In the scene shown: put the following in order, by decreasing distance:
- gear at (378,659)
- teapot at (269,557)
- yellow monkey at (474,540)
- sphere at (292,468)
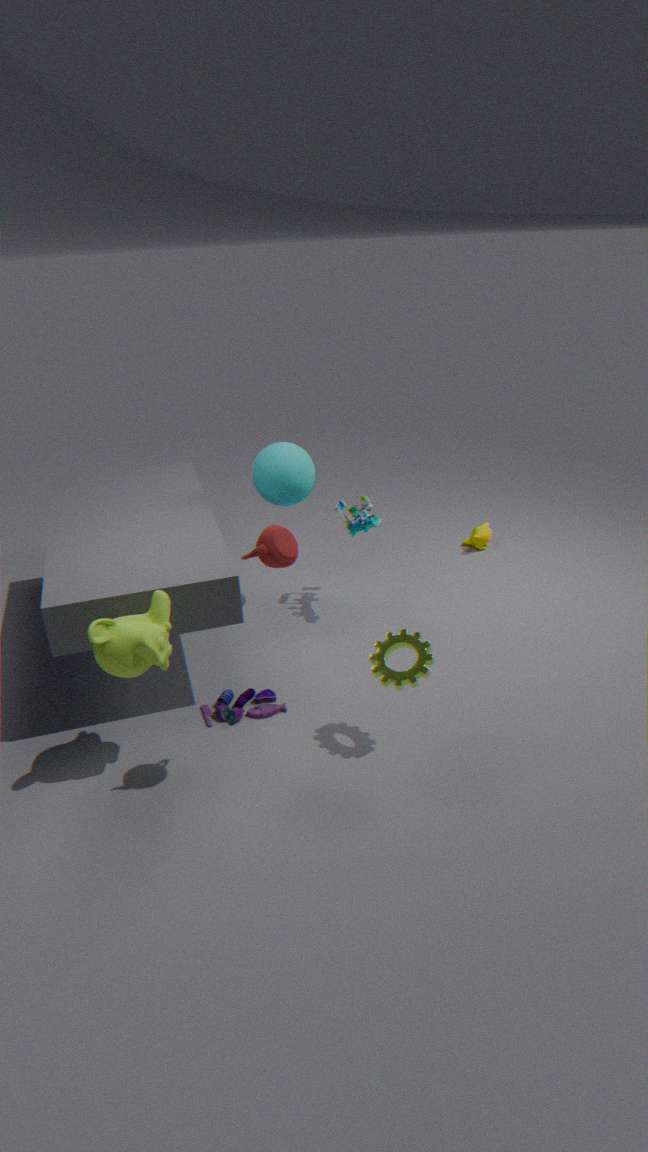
yellow monkey at (474,540), sphere at (292,468), gear at (378,659), teapot at (269,557)
